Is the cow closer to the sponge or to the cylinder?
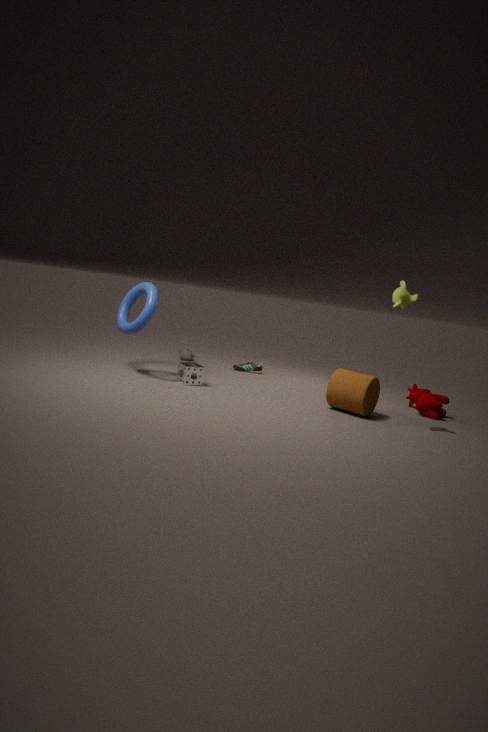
the cylinder
